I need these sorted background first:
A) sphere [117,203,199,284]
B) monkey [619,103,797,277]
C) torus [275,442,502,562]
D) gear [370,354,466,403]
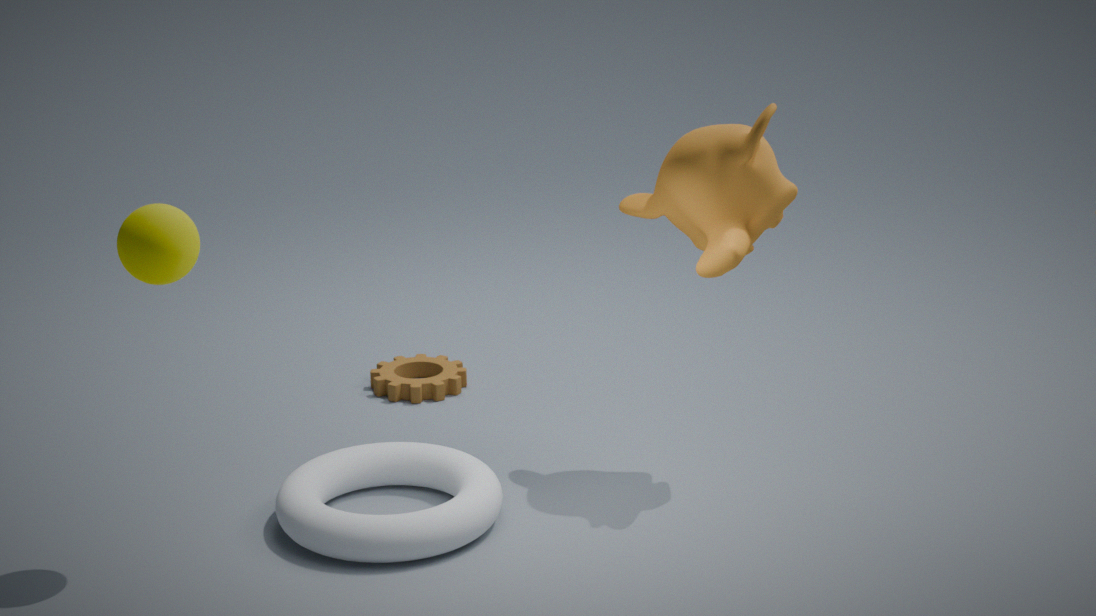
gear [370,354,466,403] → monkey [619,103,797,277] → torus [275,442,502,562] → sphere [117,203,199,284]
